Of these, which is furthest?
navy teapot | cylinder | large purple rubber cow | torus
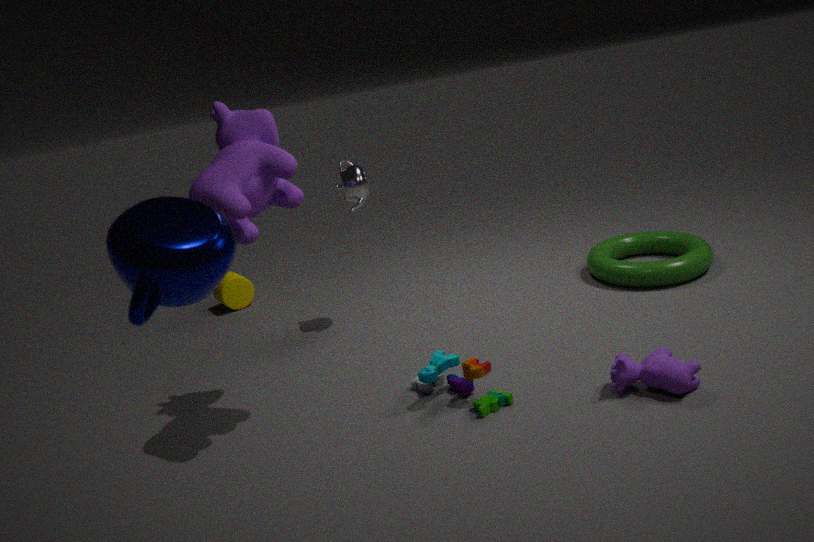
cylinder
